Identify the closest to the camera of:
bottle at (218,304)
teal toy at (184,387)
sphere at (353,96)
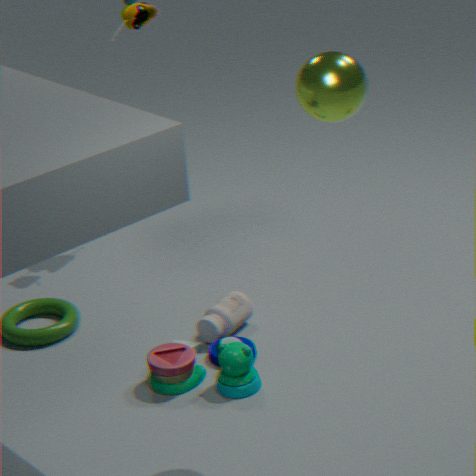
sphere at (353,96)
